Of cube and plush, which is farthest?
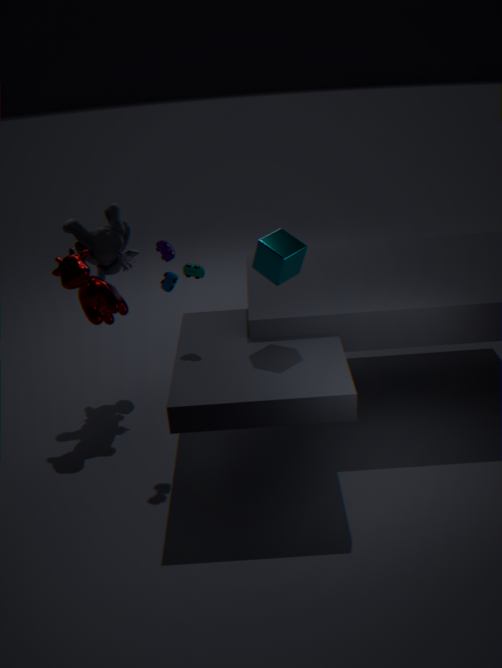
plush
